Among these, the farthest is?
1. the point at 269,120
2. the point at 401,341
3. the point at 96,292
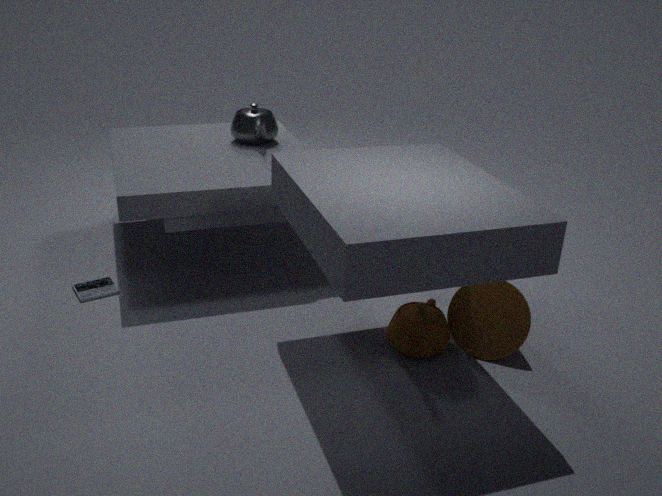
the point at 269,120
